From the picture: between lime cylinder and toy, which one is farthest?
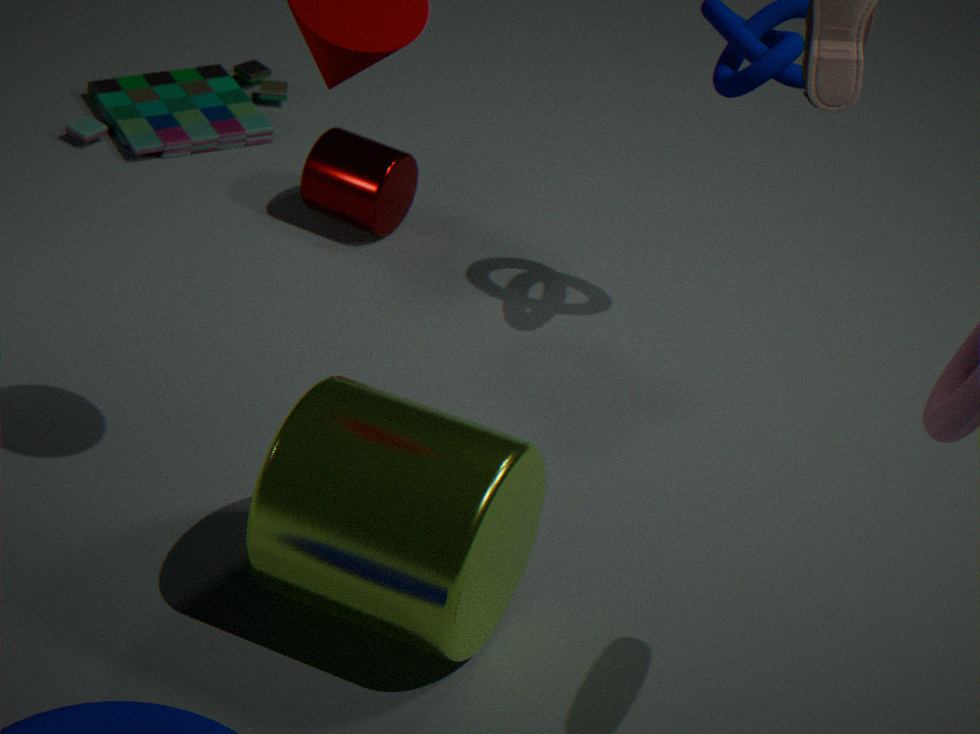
toy
